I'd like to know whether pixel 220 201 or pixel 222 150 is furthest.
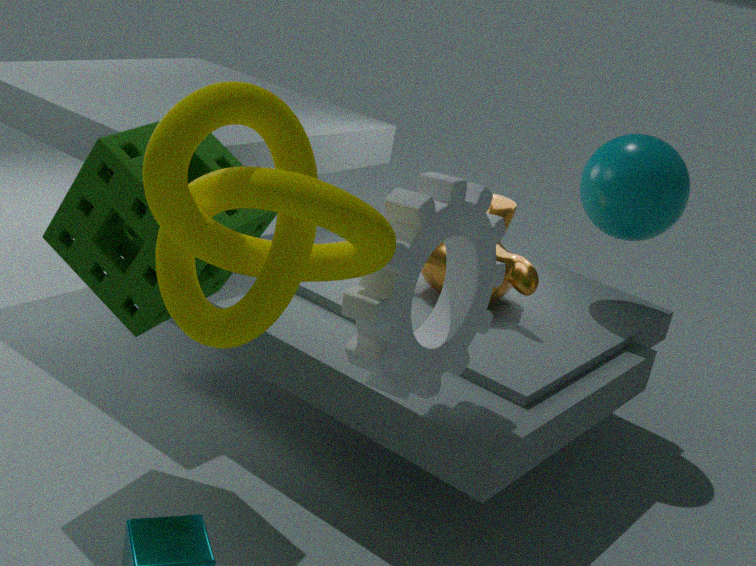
pixel 222 150
